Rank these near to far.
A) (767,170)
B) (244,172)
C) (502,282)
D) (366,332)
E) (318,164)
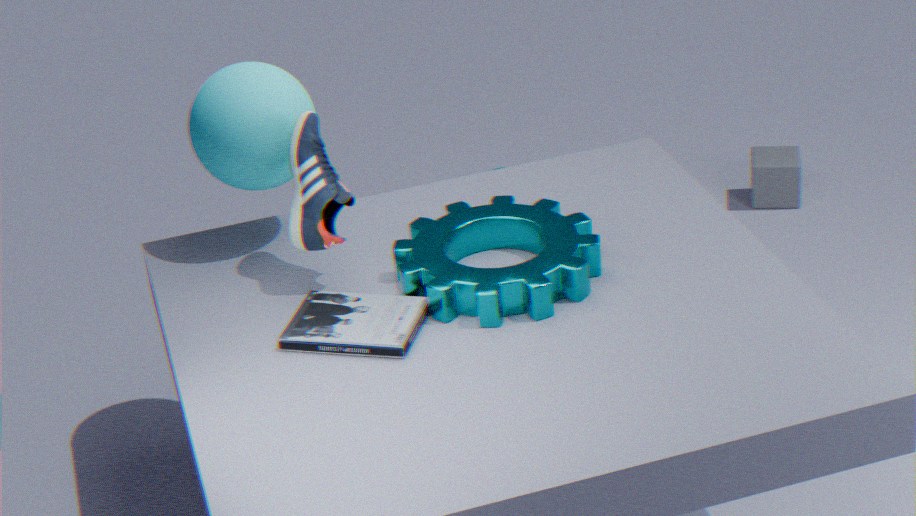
(366,332) → (502,282) → (318,164) → (244,172) → (767,170)
